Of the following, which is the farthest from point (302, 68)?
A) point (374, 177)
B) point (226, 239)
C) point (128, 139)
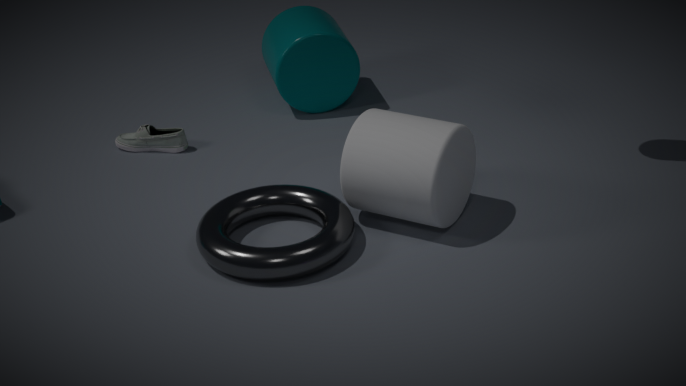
point (226, 239)
